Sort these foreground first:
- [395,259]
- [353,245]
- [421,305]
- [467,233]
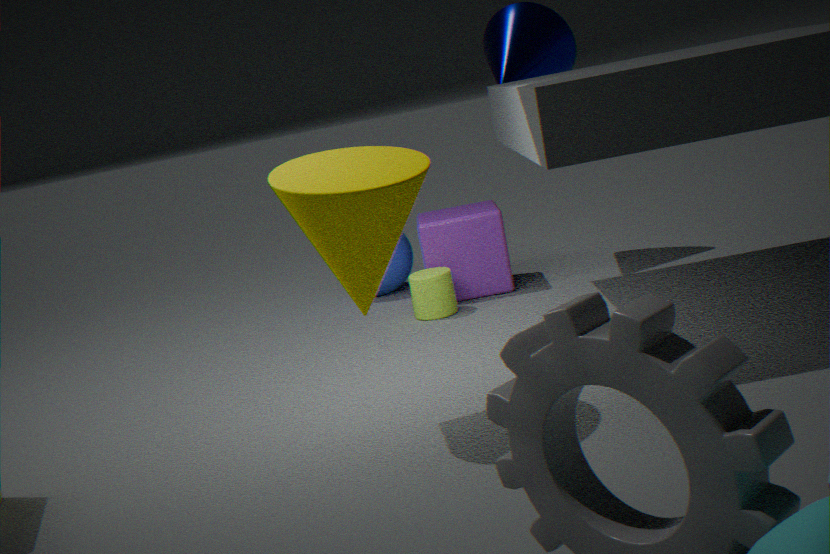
[353,245] < [421,305] < [467,233] < [395,259]
